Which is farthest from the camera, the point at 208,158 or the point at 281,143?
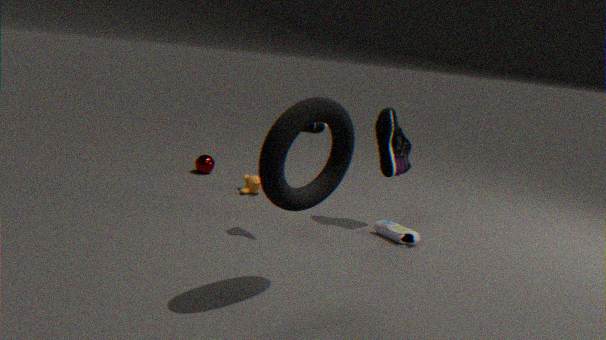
the point at 208,158
